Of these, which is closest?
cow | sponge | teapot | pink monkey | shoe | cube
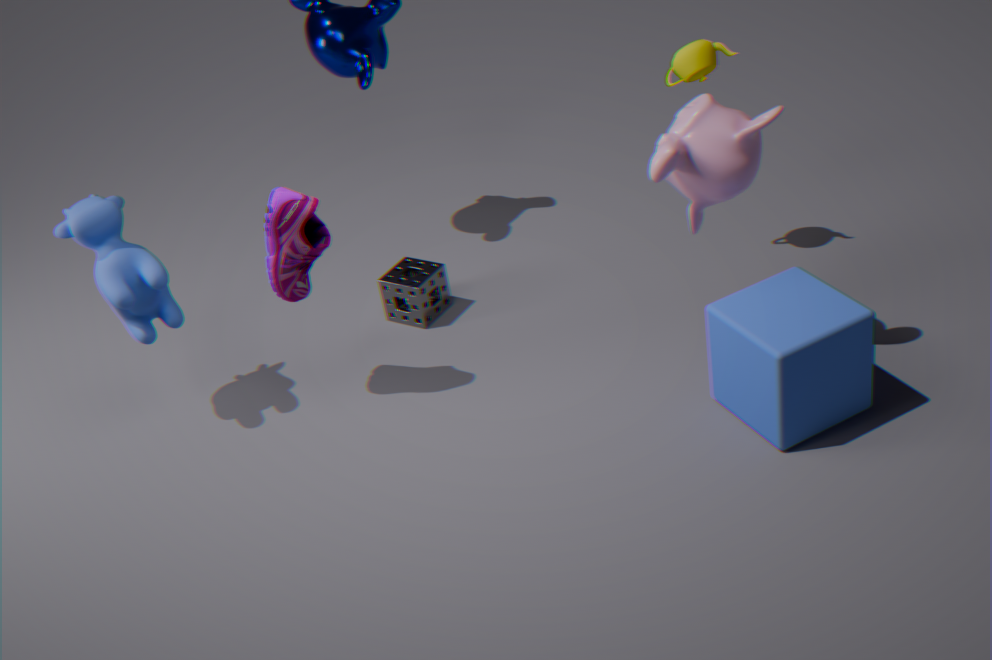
cube
